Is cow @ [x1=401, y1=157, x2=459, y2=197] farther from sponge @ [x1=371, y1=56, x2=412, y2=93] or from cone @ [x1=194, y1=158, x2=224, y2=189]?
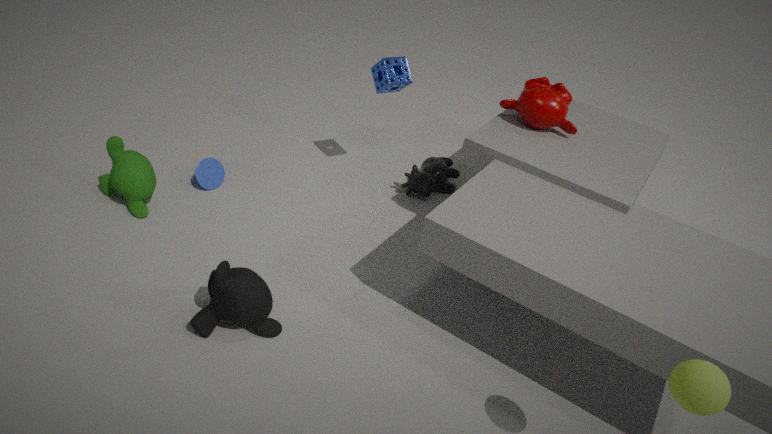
cone @ [x1=194, y1=158, x2=224, y2=189]
